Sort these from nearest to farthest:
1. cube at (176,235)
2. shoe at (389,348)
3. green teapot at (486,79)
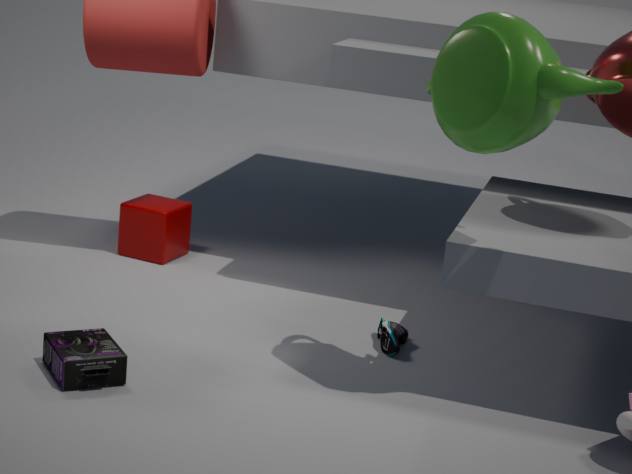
green teapot at (486,79)
shoe at (389,348)
cube at (176,235)
